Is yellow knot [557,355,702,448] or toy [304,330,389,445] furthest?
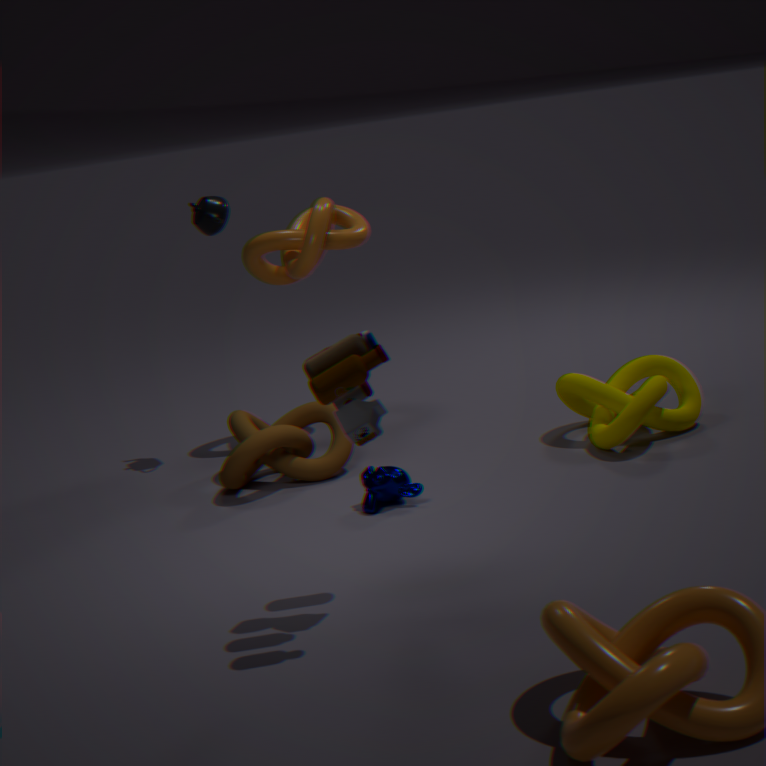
yellow knot [557,355,702,448]
